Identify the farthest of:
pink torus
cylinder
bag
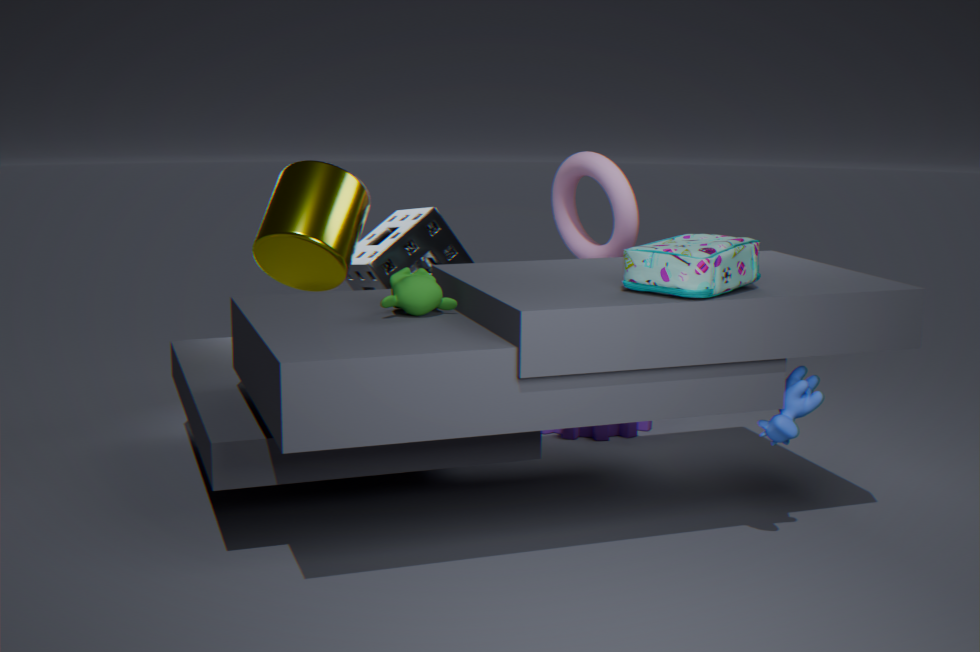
pink torus
